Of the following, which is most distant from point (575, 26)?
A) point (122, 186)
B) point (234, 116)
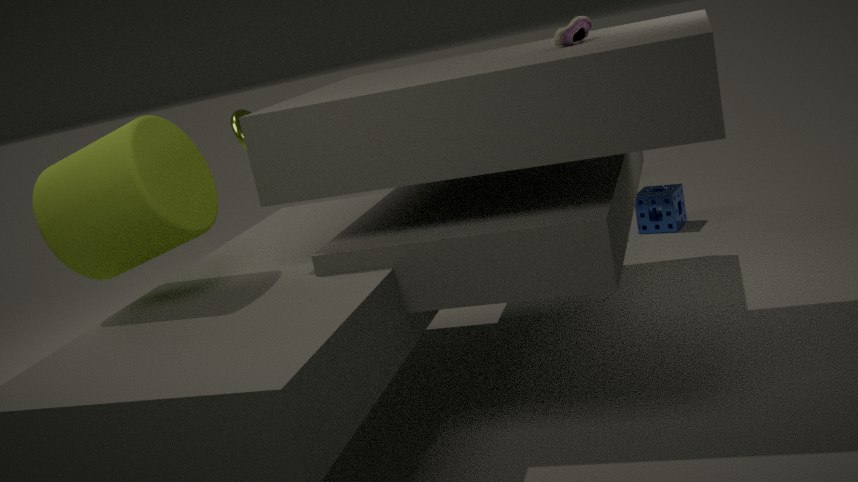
point (234, 116)
